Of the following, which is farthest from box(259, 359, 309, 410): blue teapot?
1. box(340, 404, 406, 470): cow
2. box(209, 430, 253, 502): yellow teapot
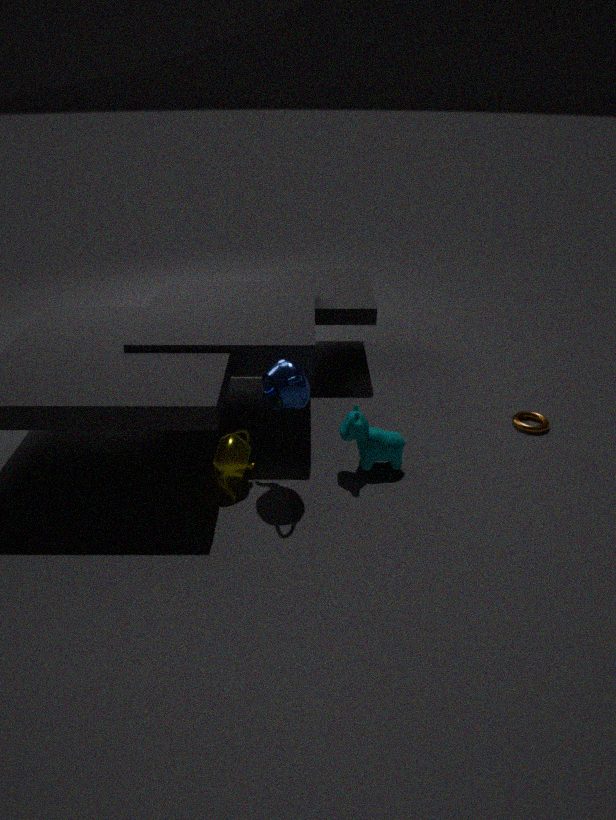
box(340, 404, 406, 470): cow
